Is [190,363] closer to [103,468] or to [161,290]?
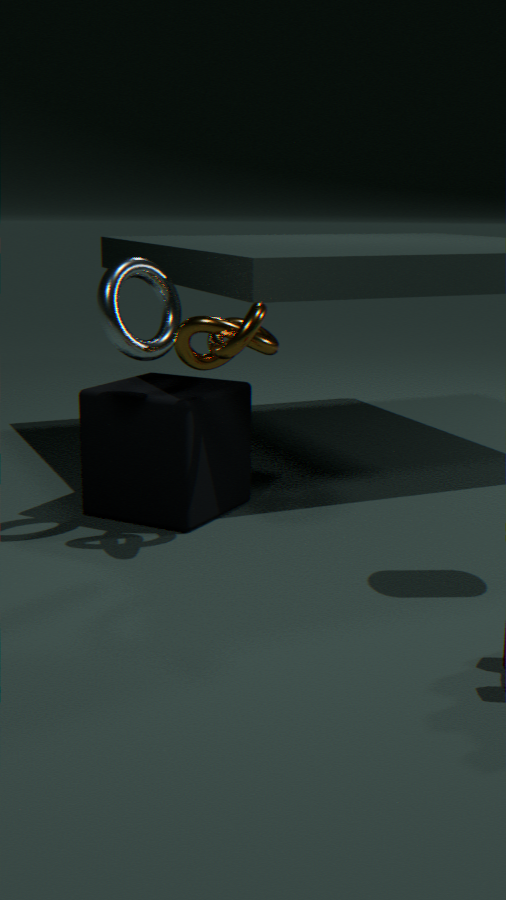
[161,290]
